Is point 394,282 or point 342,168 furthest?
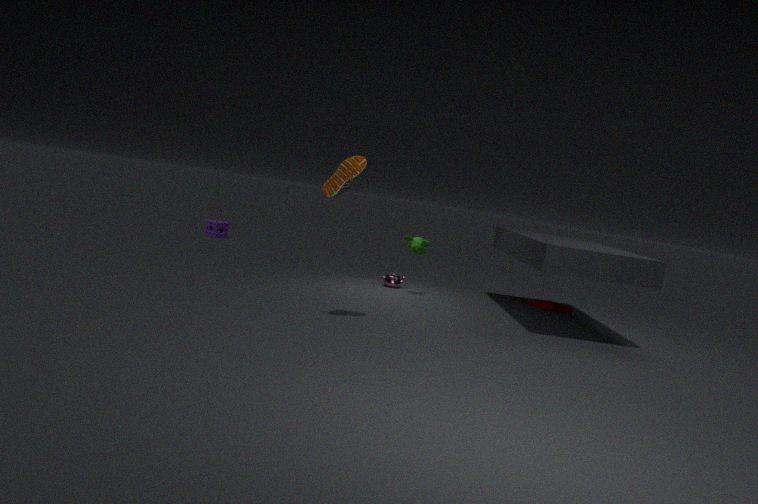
point 394,282
